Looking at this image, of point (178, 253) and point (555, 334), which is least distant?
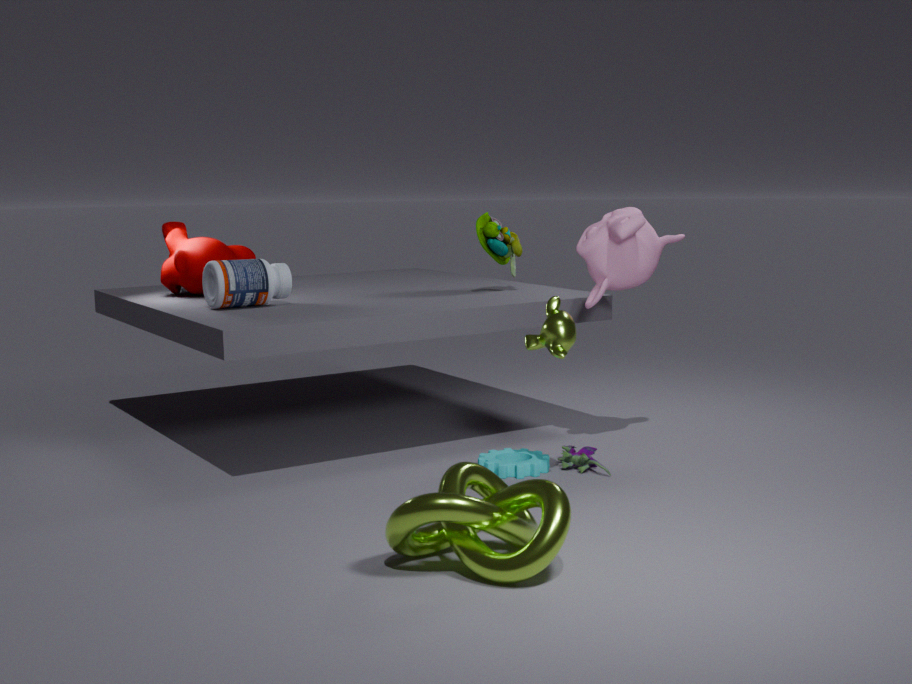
point (555, 334)
